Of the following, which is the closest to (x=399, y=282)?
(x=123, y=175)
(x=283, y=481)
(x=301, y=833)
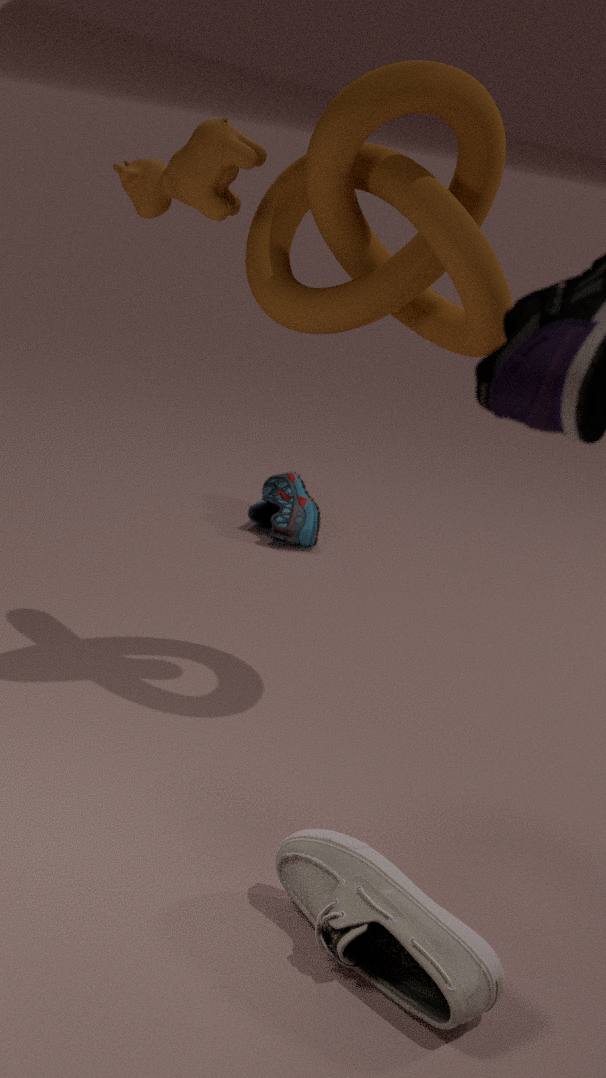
(x=123, y=175)
